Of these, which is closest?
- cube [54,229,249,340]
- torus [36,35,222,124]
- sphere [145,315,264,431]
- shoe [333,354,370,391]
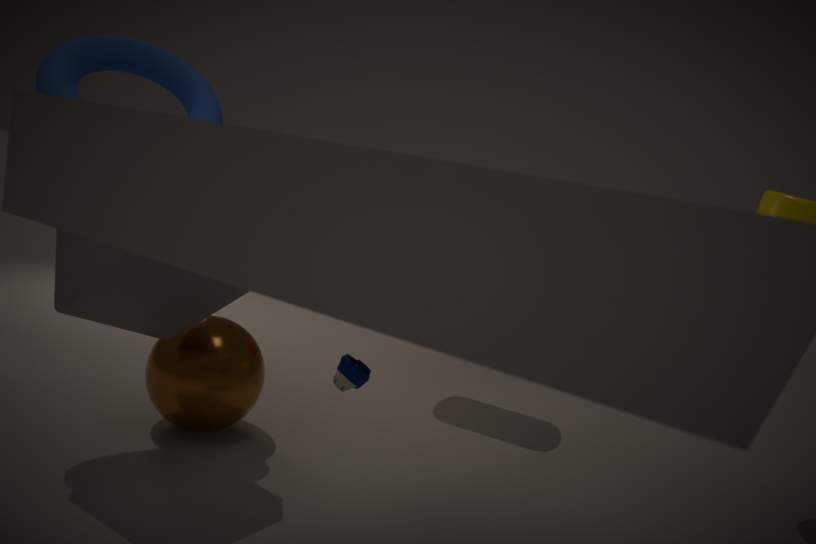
shoe [333,354,370,391]
